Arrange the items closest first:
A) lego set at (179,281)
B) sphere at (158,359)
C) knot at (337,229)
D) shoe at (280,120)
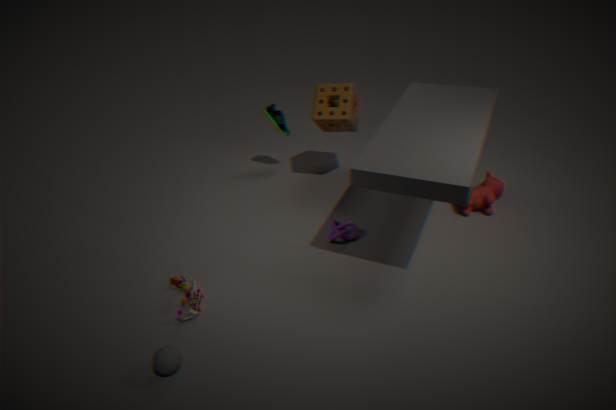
sphere at (158,359), lego set at (179,281), knot at (337,229), shoe at (280,120)
